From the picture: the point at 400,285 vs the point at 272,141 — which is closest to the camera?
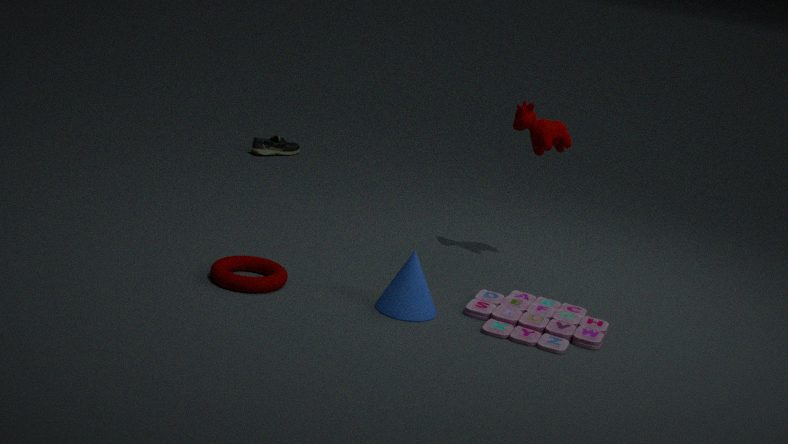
the point at 400,285
